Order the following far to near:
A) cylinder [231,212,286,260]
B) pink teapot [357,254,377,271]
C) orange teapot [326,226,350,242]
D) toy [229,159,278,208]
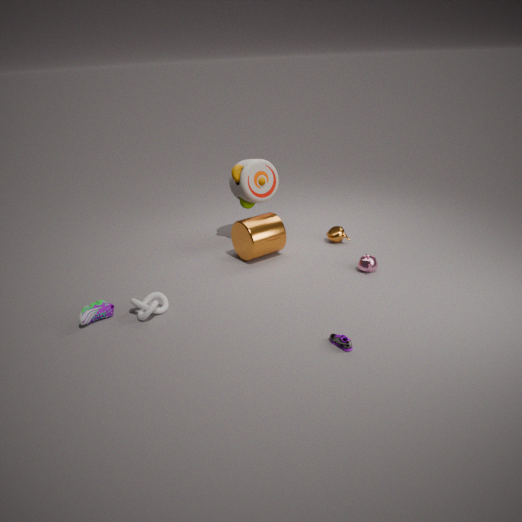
orange teapot [326,226,350,242] → toy [229,159,278,208] → cylinder [231,212,286,260] → pink teapot [357,254,377,271]
